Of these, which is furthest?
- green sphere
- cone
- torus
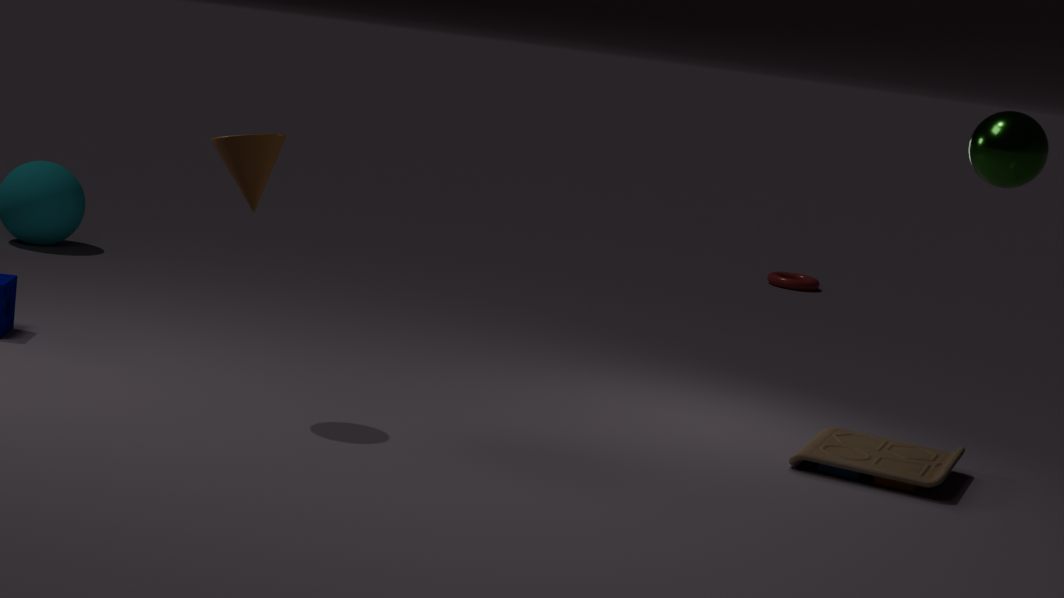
torus
